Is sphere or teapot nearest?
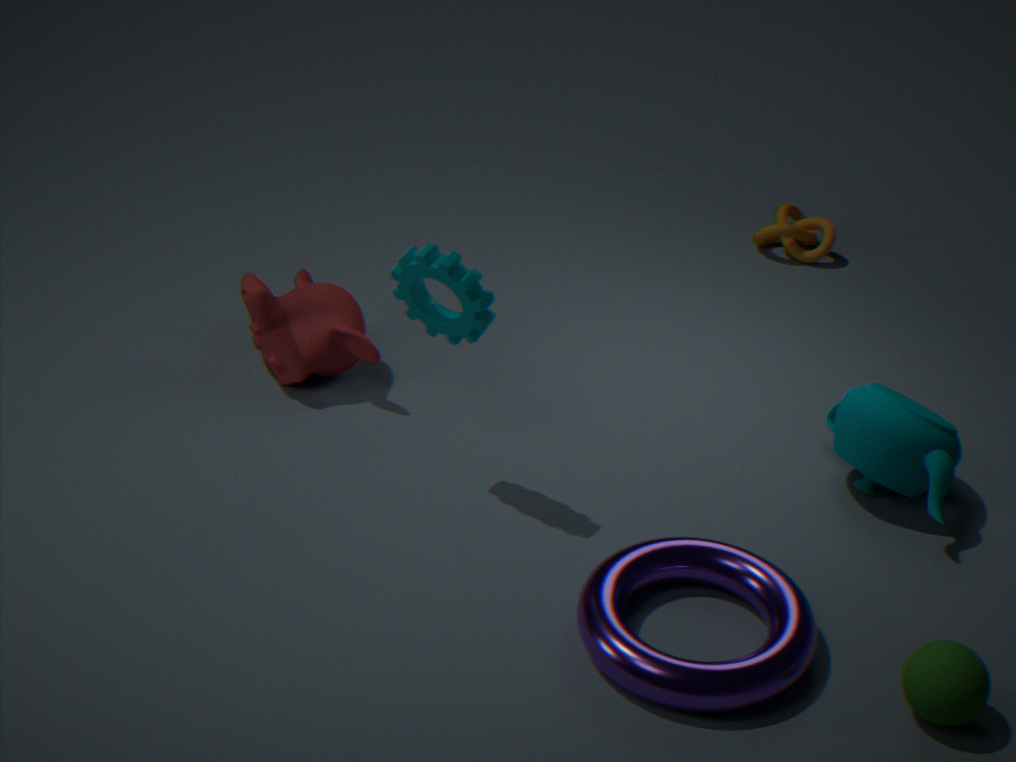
sphere
